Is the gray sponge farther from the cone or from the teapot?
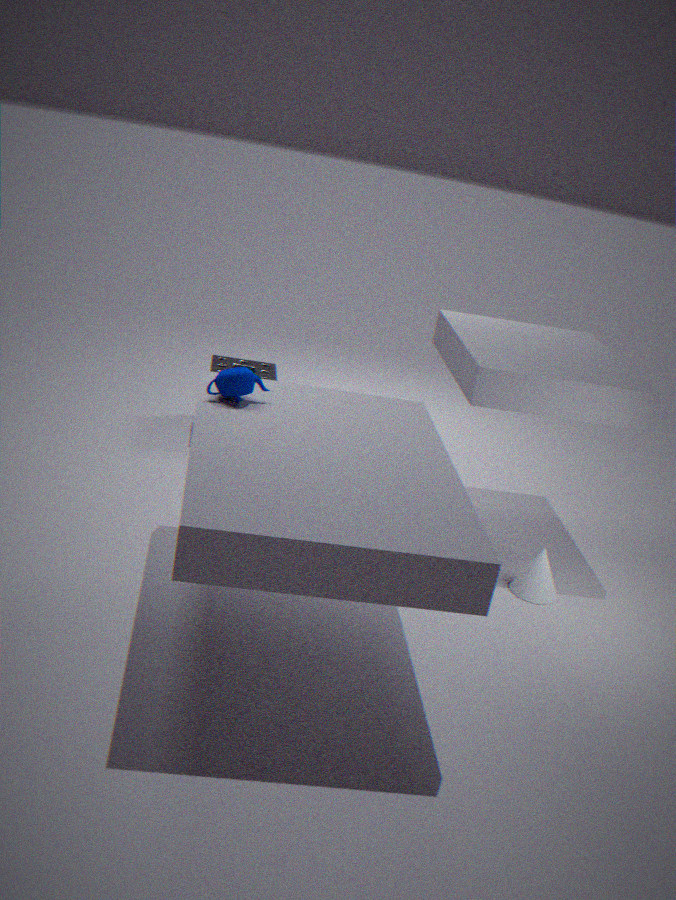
the cone
